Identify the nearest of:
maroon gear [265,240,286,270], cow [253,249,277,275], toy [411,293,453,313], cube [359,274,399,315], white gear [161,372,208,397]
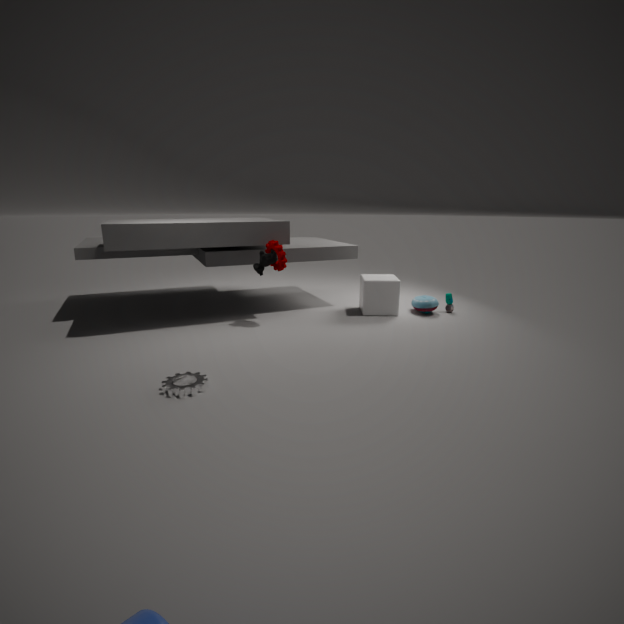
white gear [161,372,208,397]
